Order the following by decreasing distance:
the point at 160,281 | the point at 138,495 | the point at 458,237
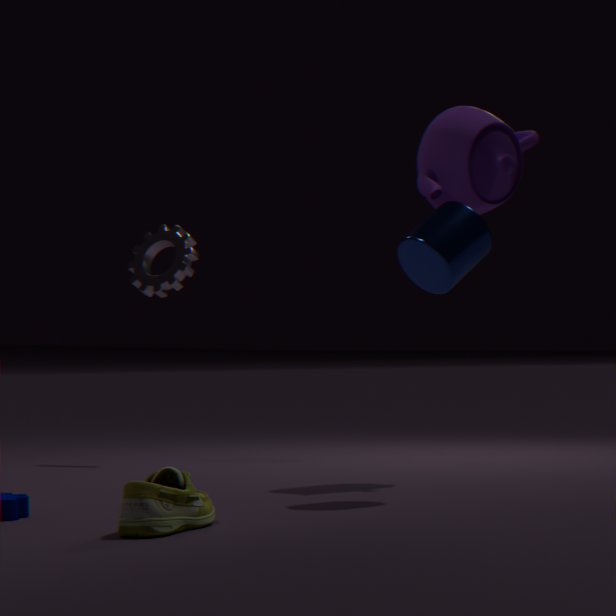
the point at 160,281 < the point at 458,237 < the point at 138,495
